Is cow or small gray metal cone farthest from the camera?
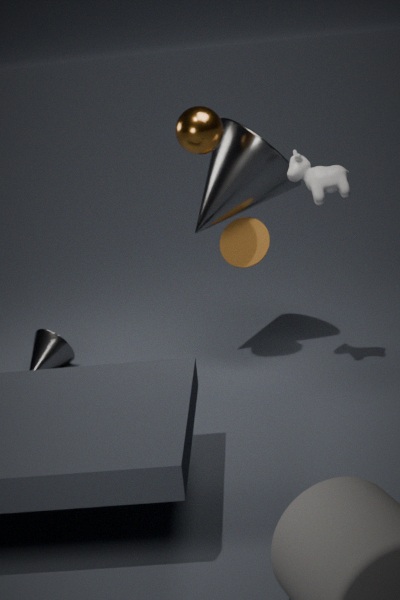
small gray metal cone
